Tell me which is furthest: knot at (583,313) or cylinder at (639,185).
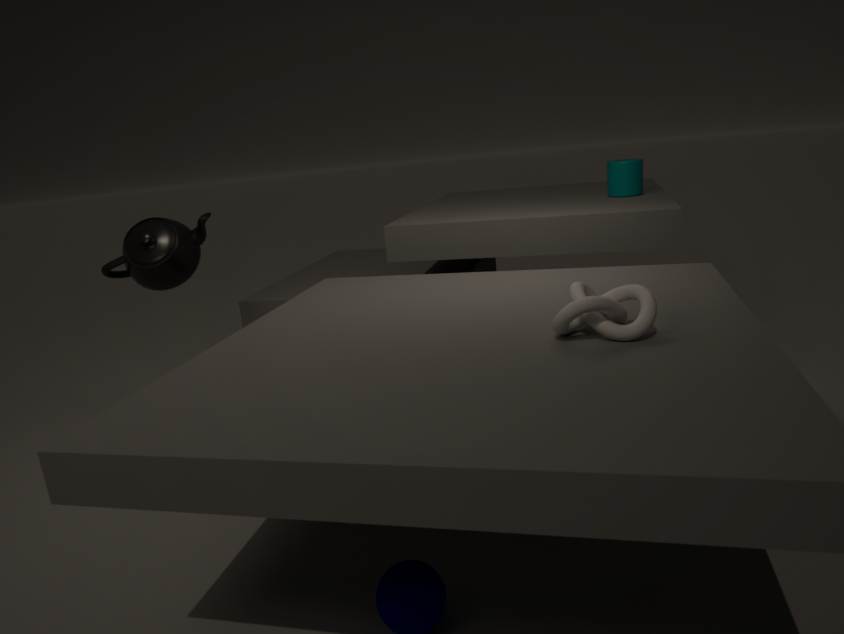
cylinder at (639,185)
